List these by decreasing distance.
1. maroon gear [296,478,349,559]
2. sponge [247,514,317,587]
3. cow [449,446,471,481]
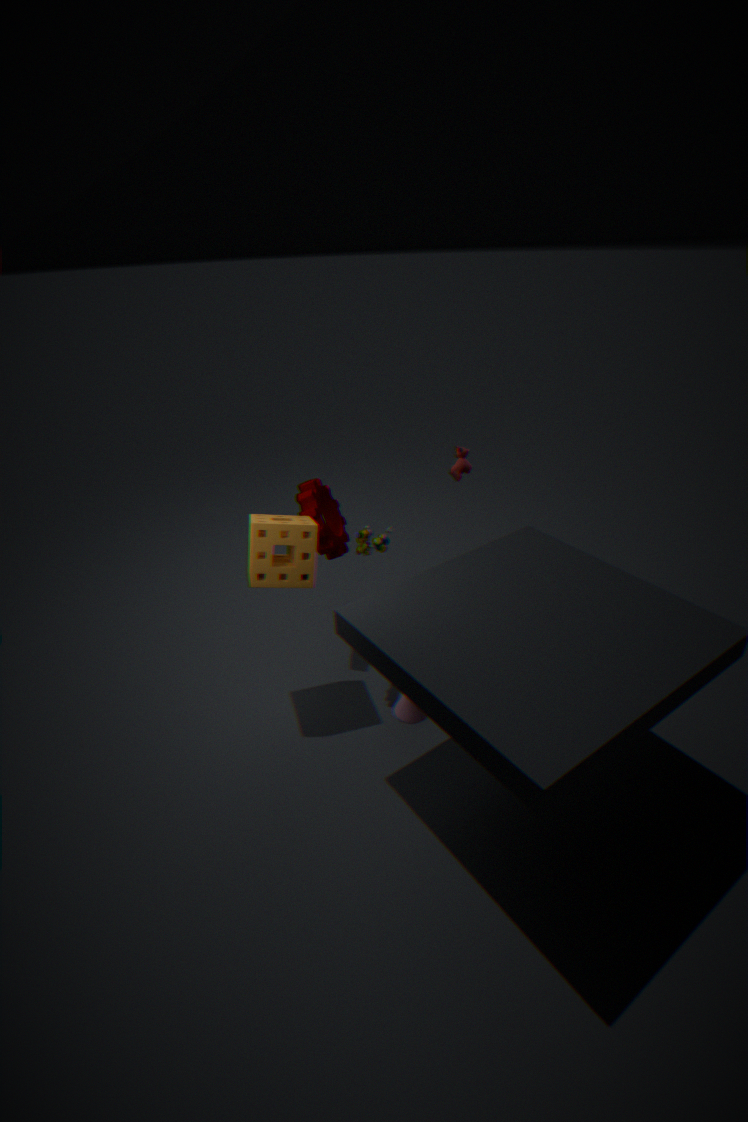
cow [449,446,471,481]
maroon gear [296,478,349,559]
sponge [247,514,317,587]
